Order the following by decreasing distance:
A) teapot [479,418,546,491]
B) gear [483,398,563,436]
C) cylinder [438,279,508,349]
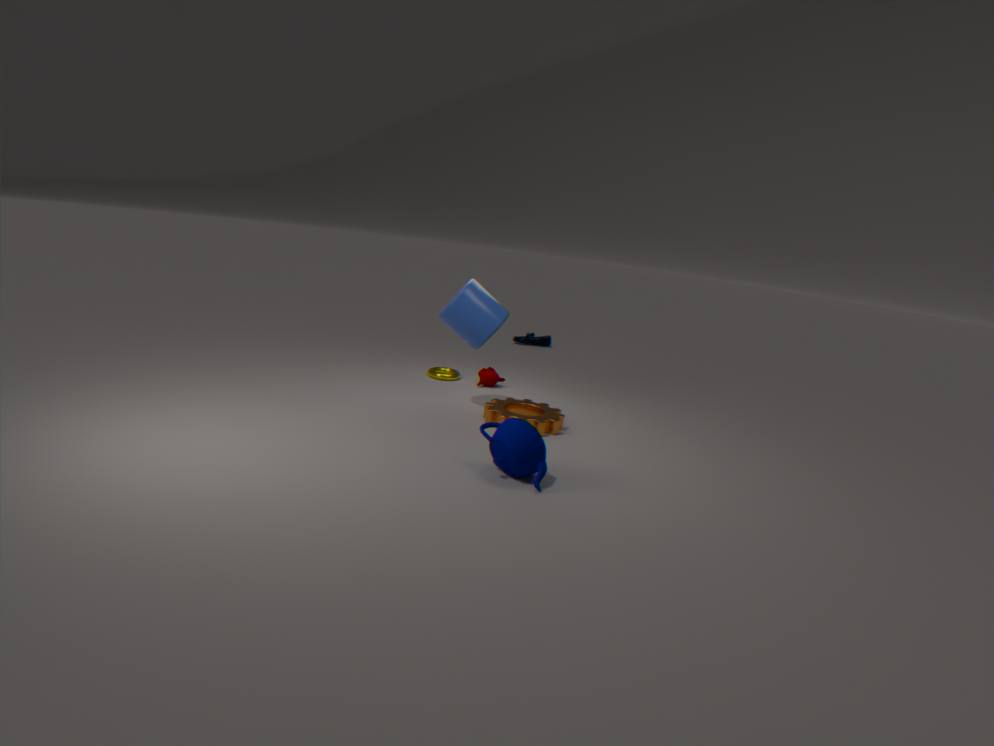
cylinder [438,279,508,349] → gear [483,398,563,436] → teapot [479,418,546,491]
